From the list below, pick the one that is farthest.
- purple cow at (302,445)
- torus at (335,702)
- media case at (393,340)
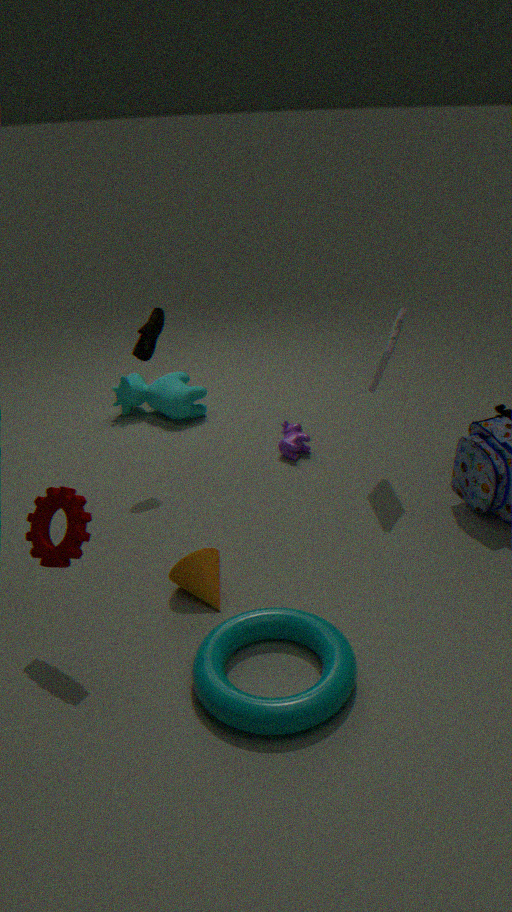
purple cow at (302,445)
